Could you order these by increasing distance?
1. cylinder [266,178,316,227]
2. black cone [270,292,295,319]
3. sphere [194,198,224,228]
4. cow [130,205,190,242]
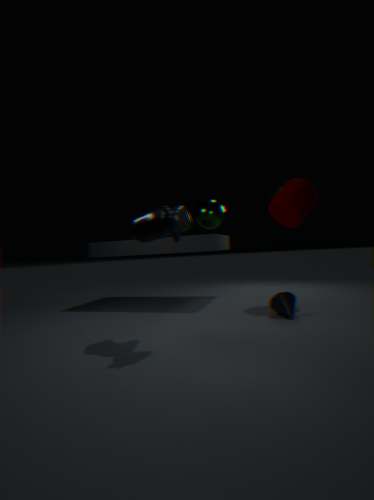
cow [130,205,190,242] → black cone [270,292,295,319] → cylinder [266,178,316,227] → sphere [194,198,224,228]
